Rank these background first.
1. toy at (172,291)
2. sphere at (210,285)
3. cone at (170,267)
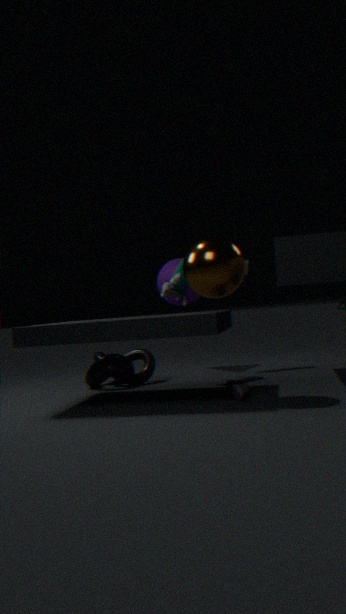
cone at (170,267), toy at (172,291), sphere at (210,285)
